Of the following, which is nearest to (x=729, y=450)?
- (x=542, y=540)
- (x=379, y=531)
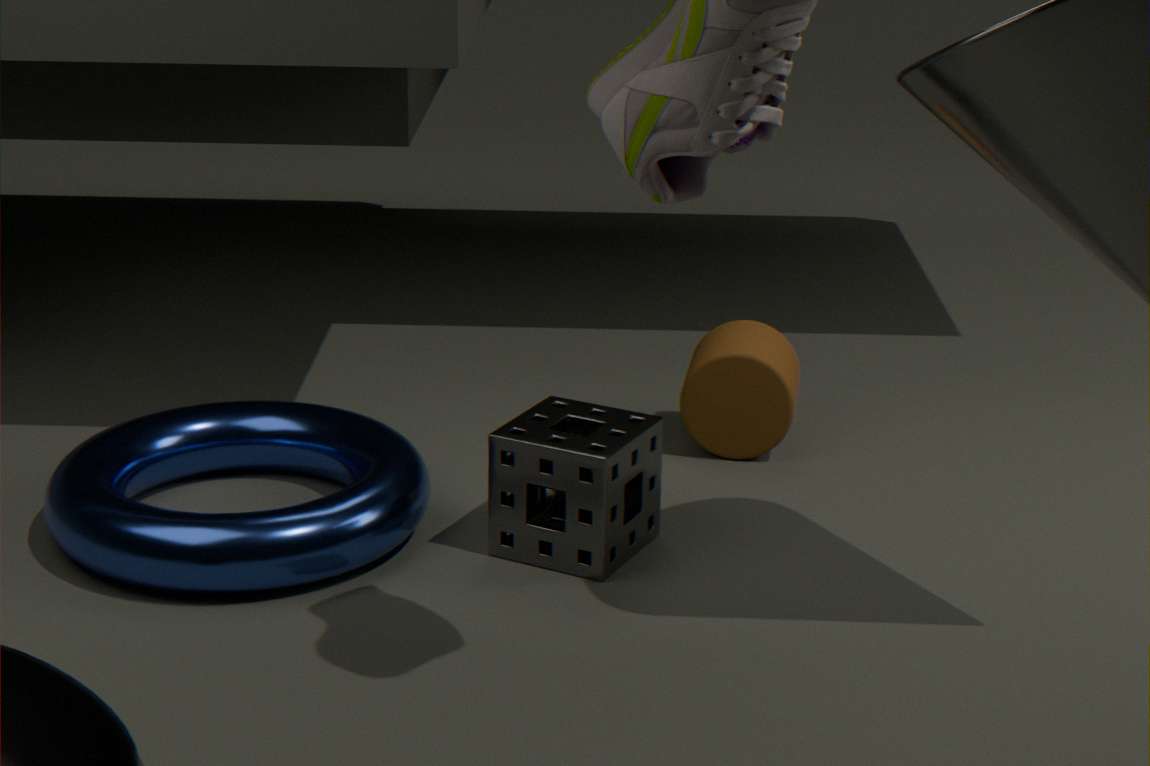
(x=542, y=540)
